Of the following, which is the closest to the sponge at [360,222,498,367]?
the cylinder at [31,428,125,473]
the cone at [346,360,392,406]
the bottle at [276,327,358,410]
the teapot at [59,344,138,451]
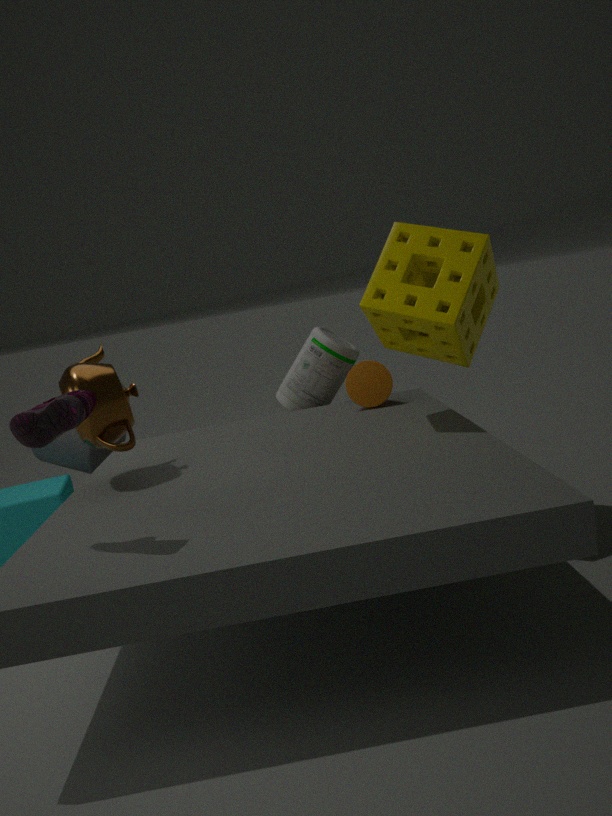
the cone at [346,360,392,406]
